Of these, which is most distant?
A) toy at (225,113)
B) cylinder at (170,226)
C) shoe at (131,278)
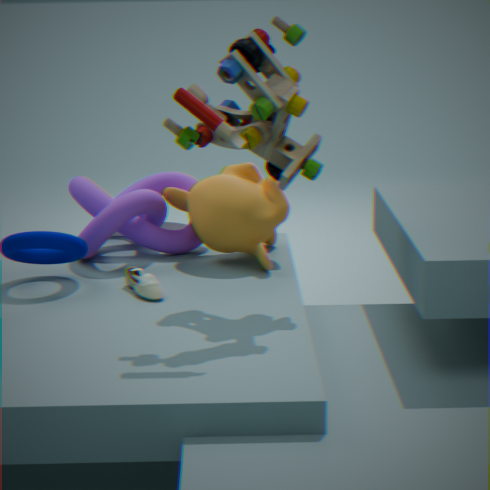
cylinder at (170,226)
